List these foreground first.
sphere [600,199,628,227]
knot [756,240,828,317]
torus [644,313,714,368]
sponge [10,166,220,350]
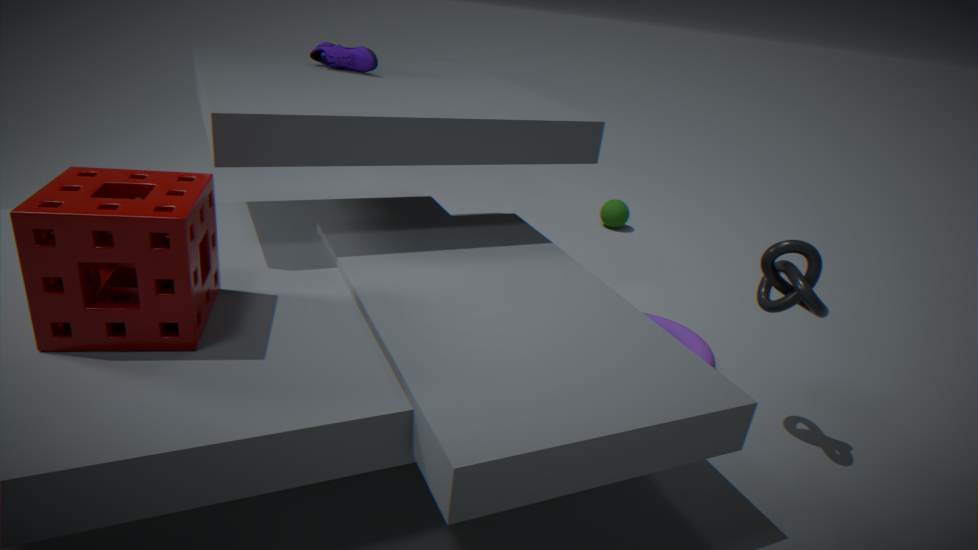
sponge [10,166,220,350] < knot [756,240,828,317] < torus [644,313,714,368] < sphere [600,199,628,227]
